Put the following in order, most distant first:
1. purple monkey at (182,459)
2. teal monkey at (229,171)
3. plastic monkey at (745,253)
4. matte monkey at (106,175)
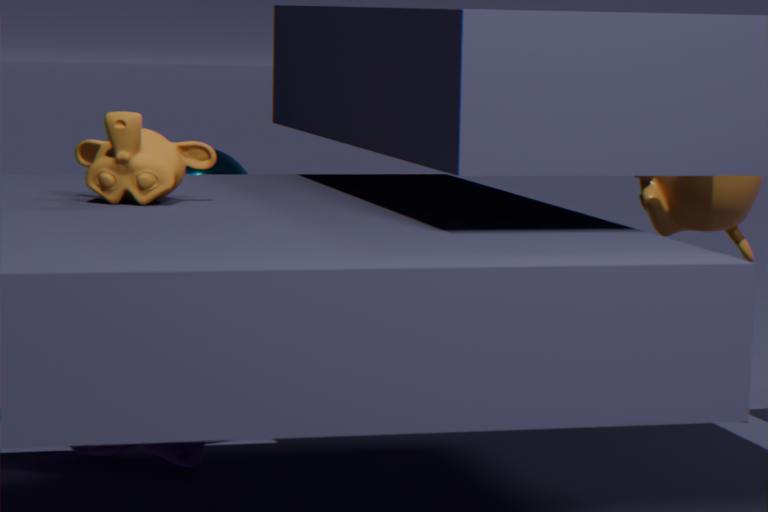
plastic monkey at (745,253), teal monkey at (229,171), purple monkey at (182,459), matte monkey at (106,175)
